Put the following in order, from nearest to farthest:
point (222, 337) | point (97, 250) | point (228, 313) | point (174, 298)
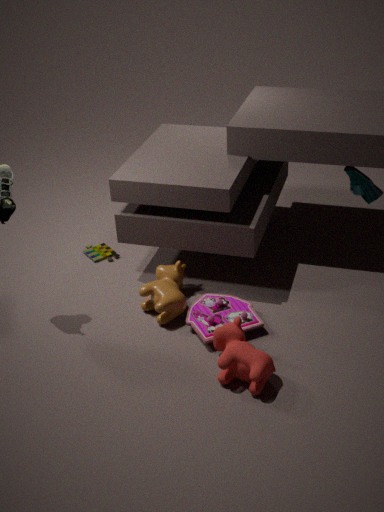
1. point (222, 337)
2. point (228, 313)
3. point (174, 298)
4. point (97, 250)
